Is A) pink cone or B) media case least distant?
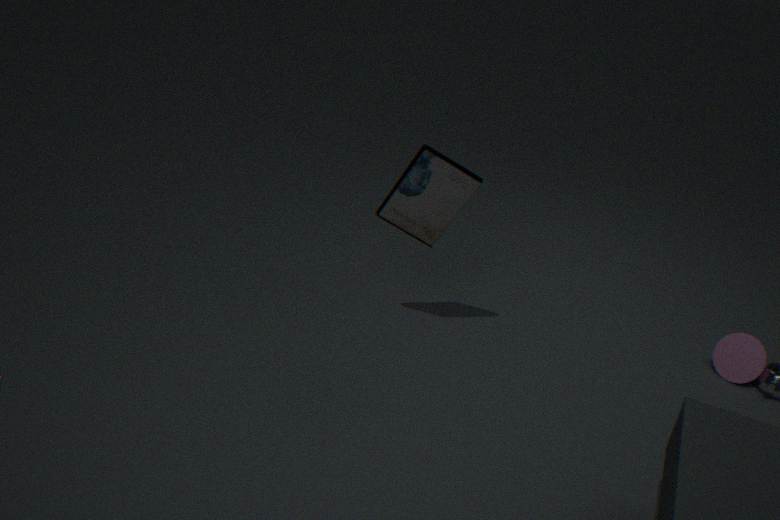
B. media case
